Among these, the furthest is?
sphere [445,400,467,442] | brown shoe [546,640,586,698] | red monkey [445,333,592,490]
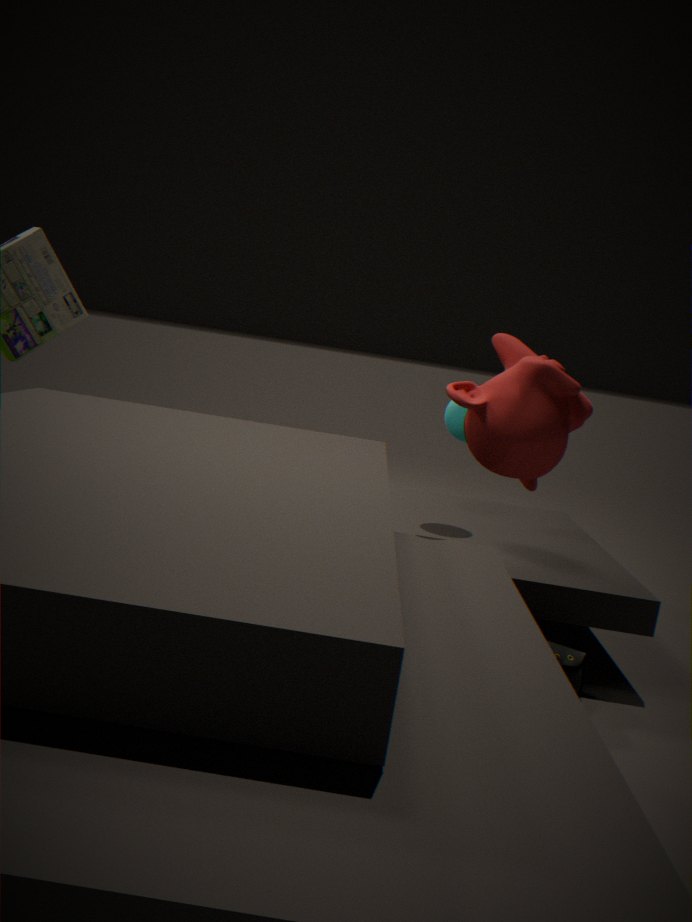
sphere [445,400,467,442]
